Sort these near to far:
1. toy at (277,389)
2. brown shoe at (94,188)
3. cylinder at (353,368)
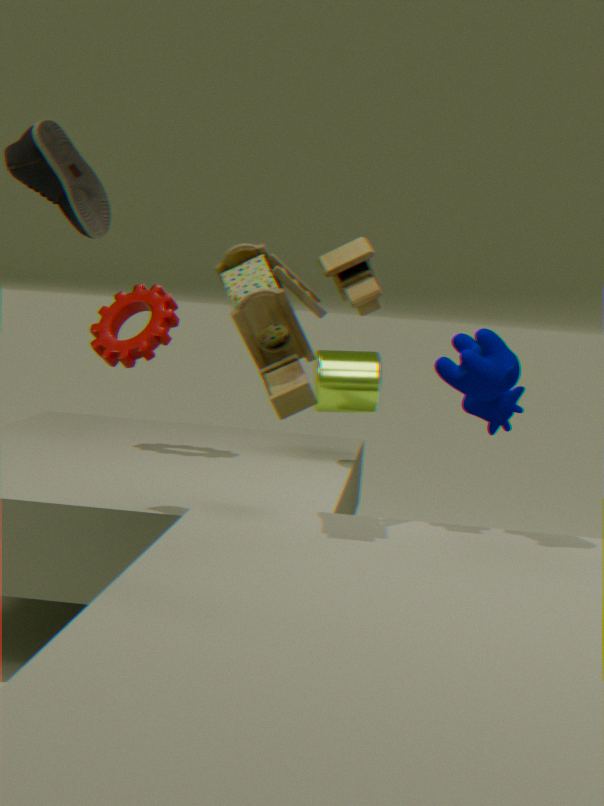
toy at (277,389), brown shoe at (94,188), cylinder at (353,368)
